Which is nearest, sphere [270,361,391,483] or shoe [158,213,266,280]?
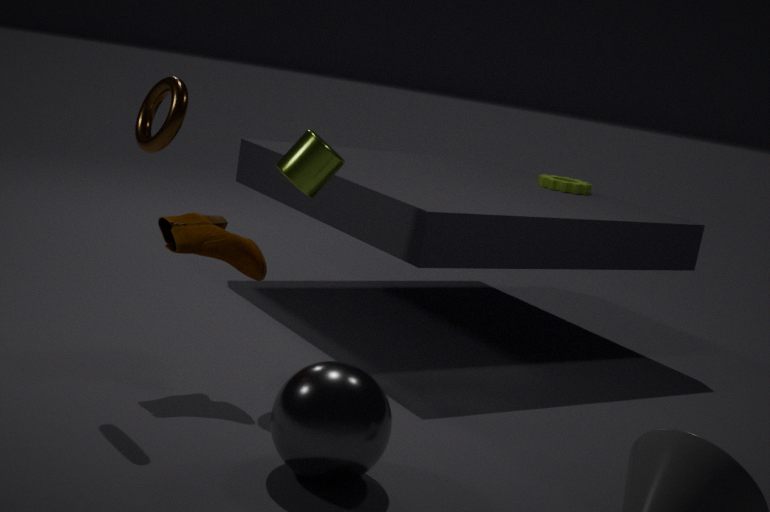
sphere [270,361,391,483]
